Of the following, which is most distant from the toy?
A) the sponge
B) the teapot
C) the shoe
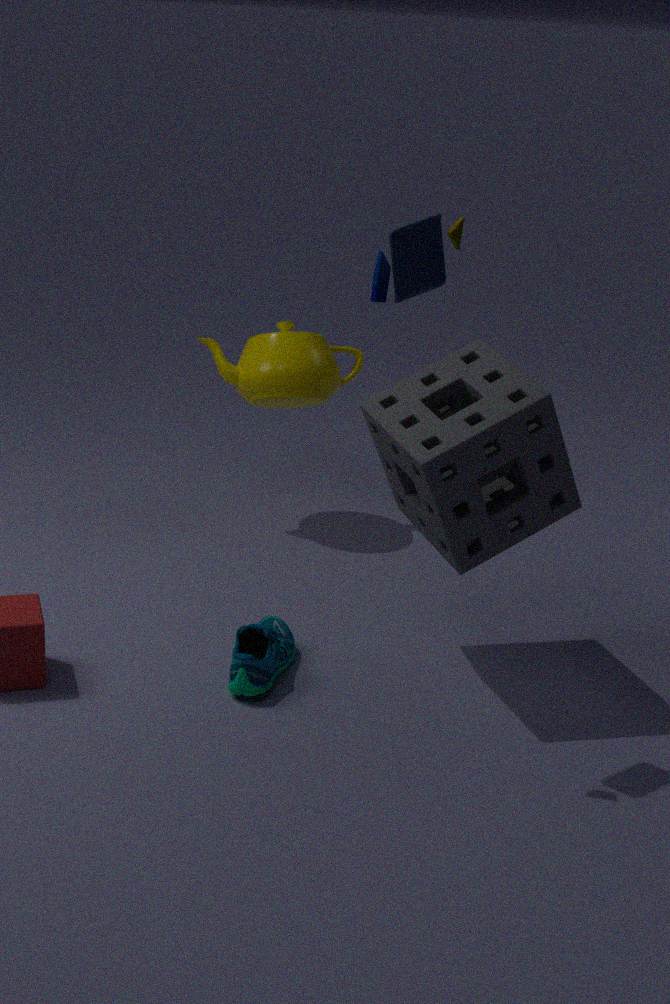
the teapot
